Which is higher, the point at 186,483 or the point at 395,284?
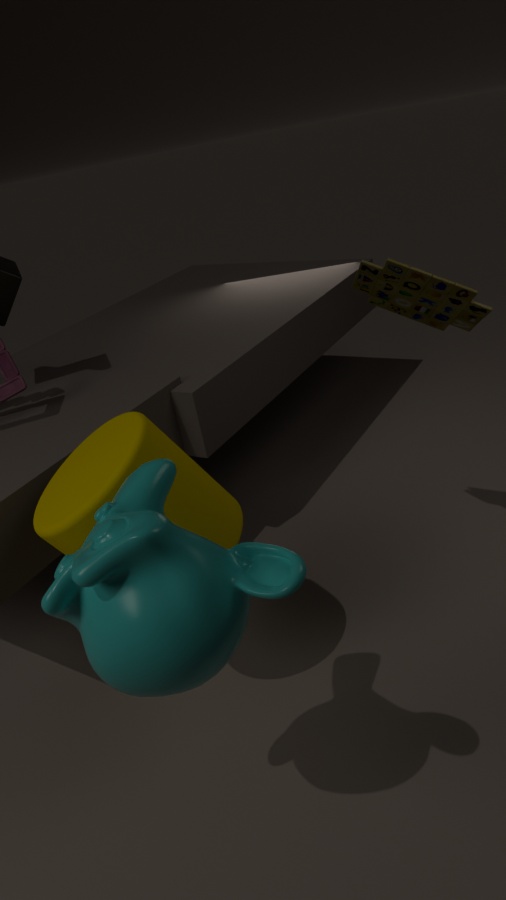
the point at 395,284
